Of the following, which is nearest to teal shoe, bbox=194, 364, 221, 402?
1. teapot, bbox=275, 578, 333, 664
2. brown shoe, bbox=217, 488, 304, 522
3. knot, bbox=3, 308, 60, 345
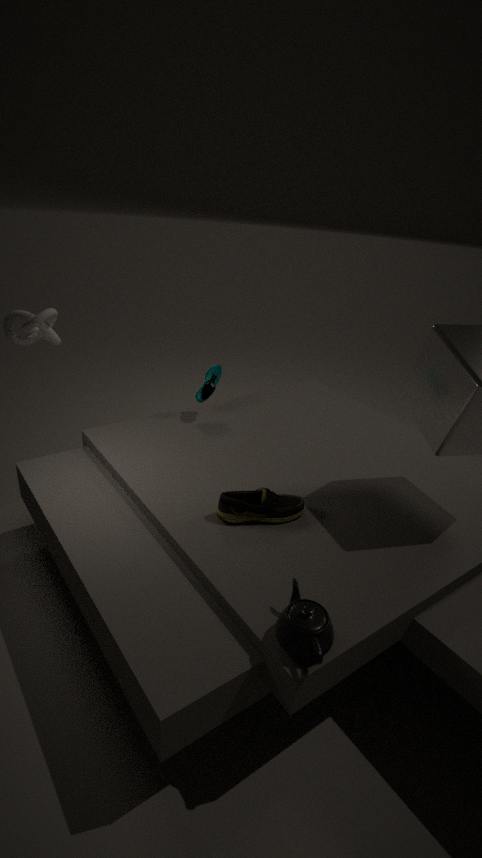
knot, bbox=3, 308, 60, 345
